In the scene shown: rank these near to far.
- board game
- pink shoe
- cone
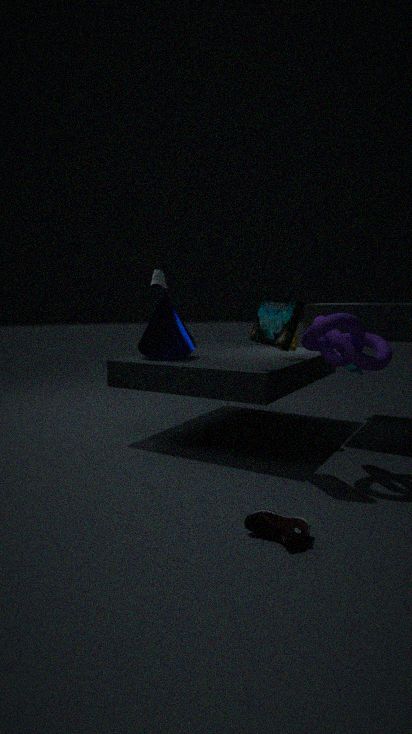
pink shoe, board game, cone
